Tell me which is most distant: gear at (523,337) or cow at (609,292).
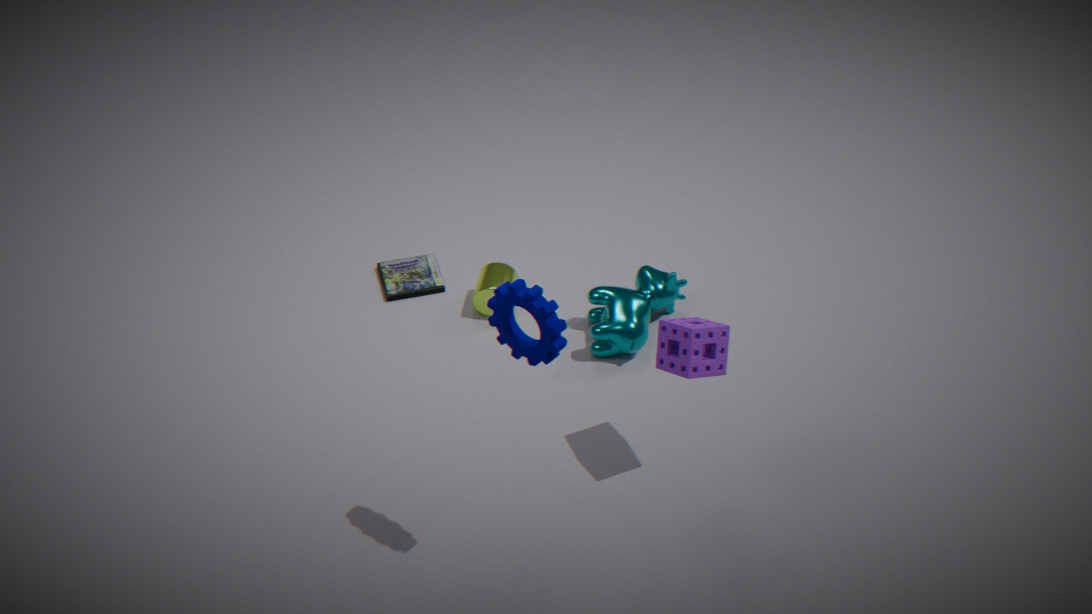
cow at (609,292)
